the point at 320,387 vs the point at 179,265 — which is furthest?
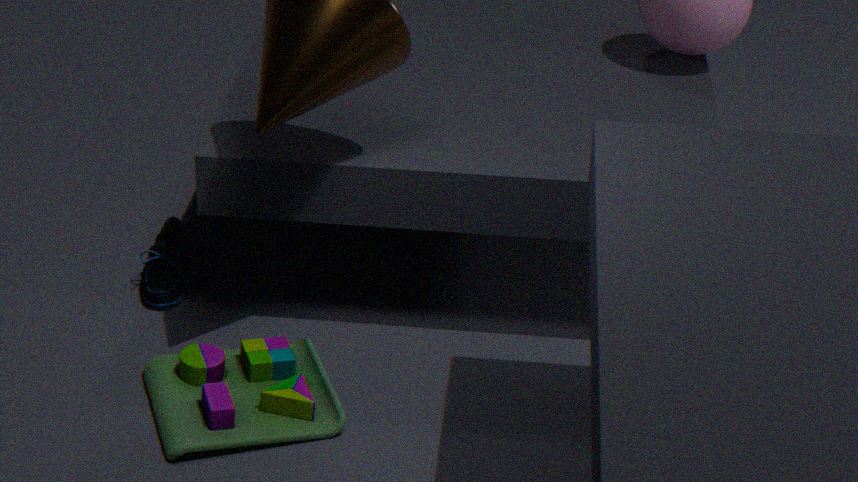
the point at 179,265
